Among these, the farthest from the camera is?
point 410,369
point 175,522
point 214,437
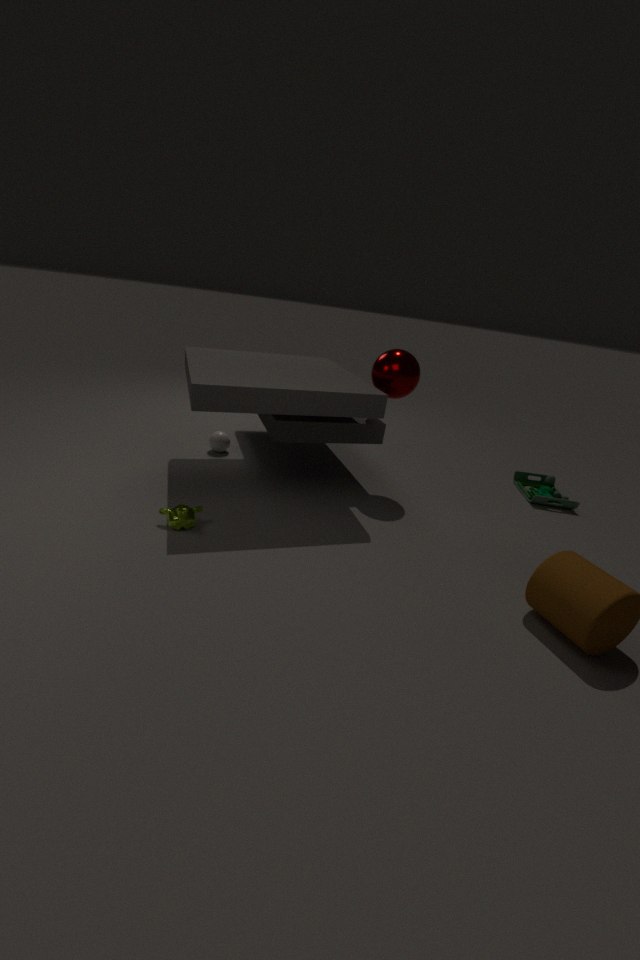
point 214,437
